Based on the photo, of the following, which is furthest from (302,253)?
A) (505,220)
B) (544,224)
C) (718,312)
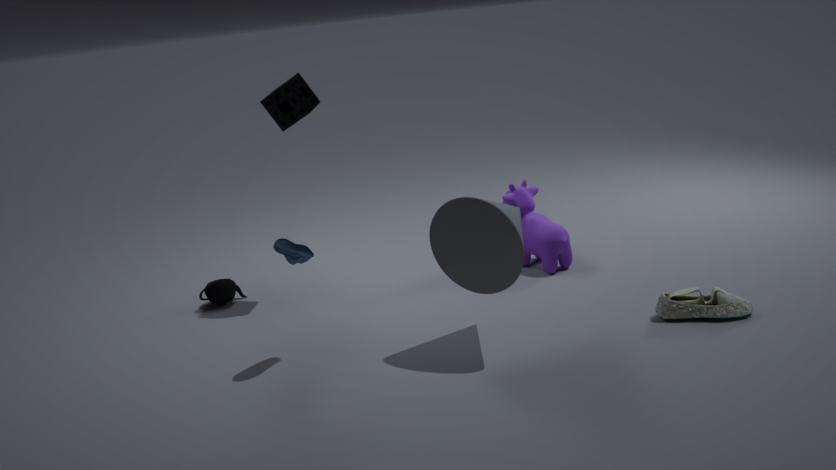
(718,312)
